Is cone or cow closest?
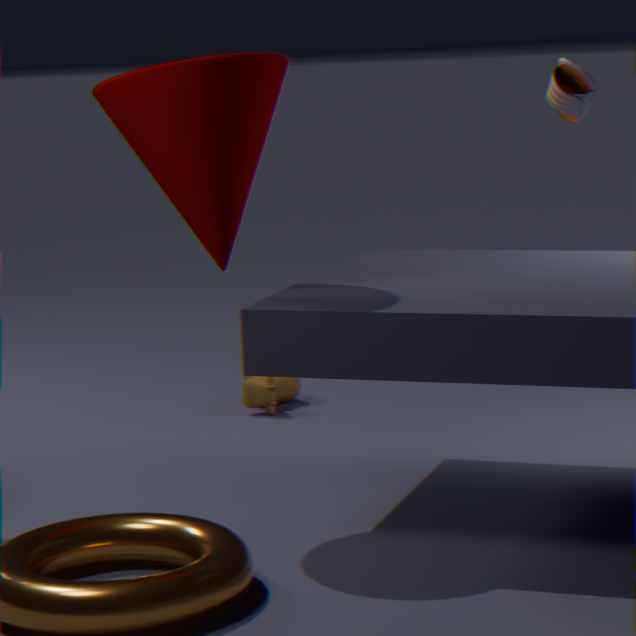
cone
